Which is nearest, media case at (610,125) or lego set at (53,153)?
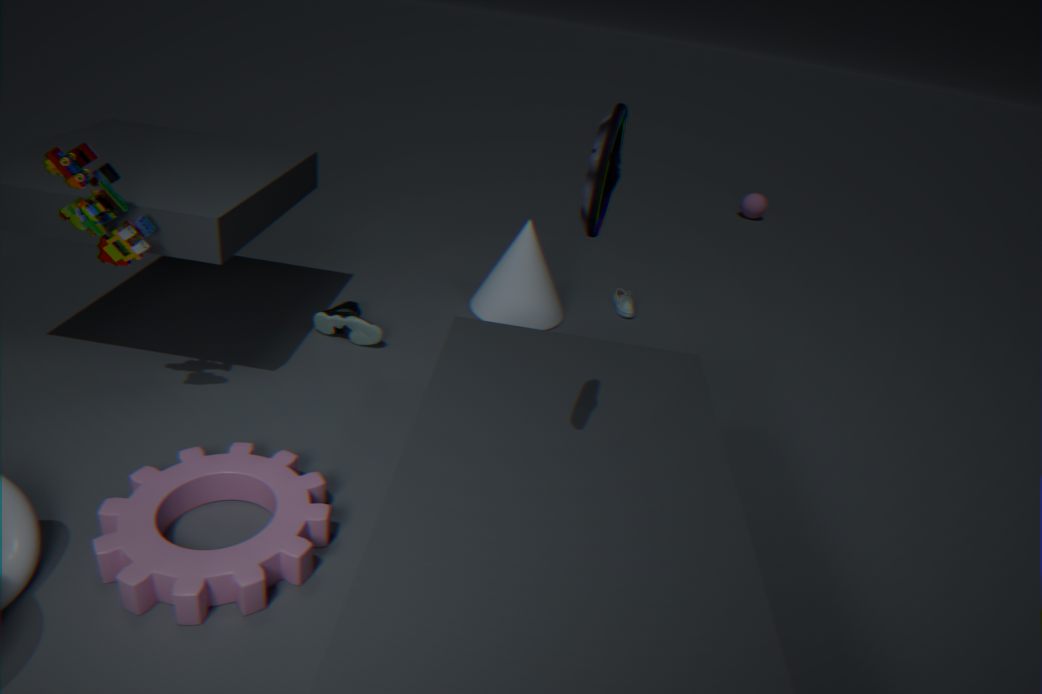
media case at (610,125)
